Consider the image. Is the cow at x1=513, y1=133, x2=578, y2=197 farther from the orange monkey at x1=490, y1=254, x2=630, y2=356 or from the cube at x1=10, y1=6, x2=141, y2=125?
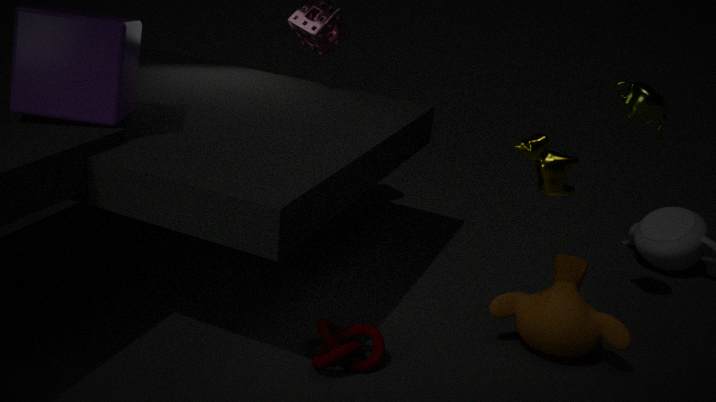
the cube at x1=10, y1=6, x2=141, y2=125
